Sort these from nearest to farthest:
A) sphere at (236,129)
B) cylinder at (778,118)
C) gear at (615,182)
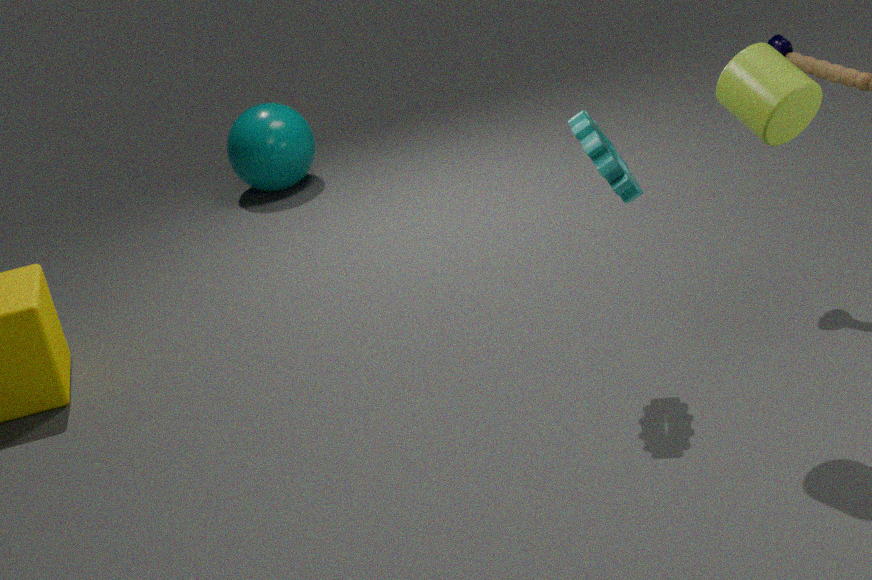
cylinder at (778,118) < gear at (615,182) < sphere at (236,129)
